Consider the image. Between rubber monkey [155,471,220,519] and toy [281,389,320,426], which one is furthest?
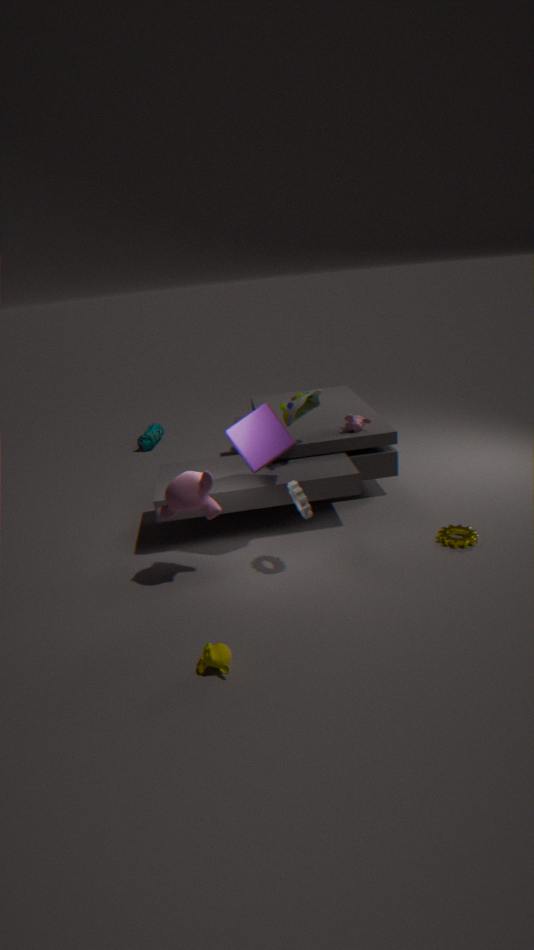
toy [281,389,320,426]
